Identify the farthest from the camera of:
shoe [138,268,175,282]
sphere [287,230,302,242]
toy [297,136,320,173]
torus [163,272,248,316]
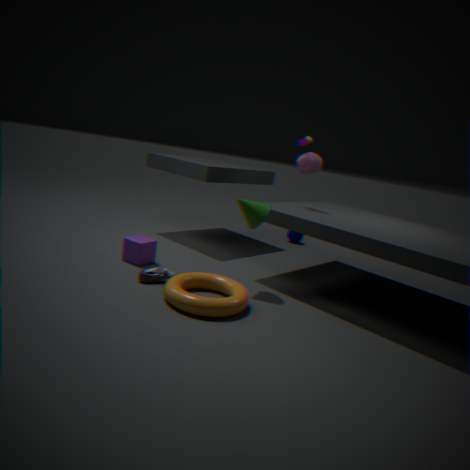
sphere [287,230,302,242]
